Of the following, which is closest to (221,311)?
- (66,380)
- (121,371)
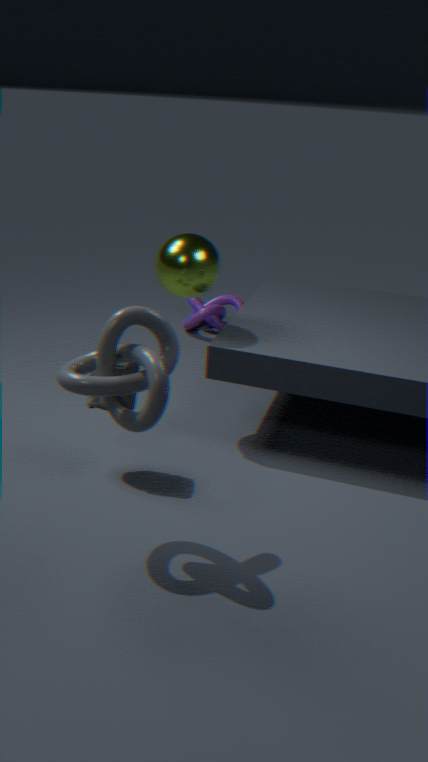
(121,371)
